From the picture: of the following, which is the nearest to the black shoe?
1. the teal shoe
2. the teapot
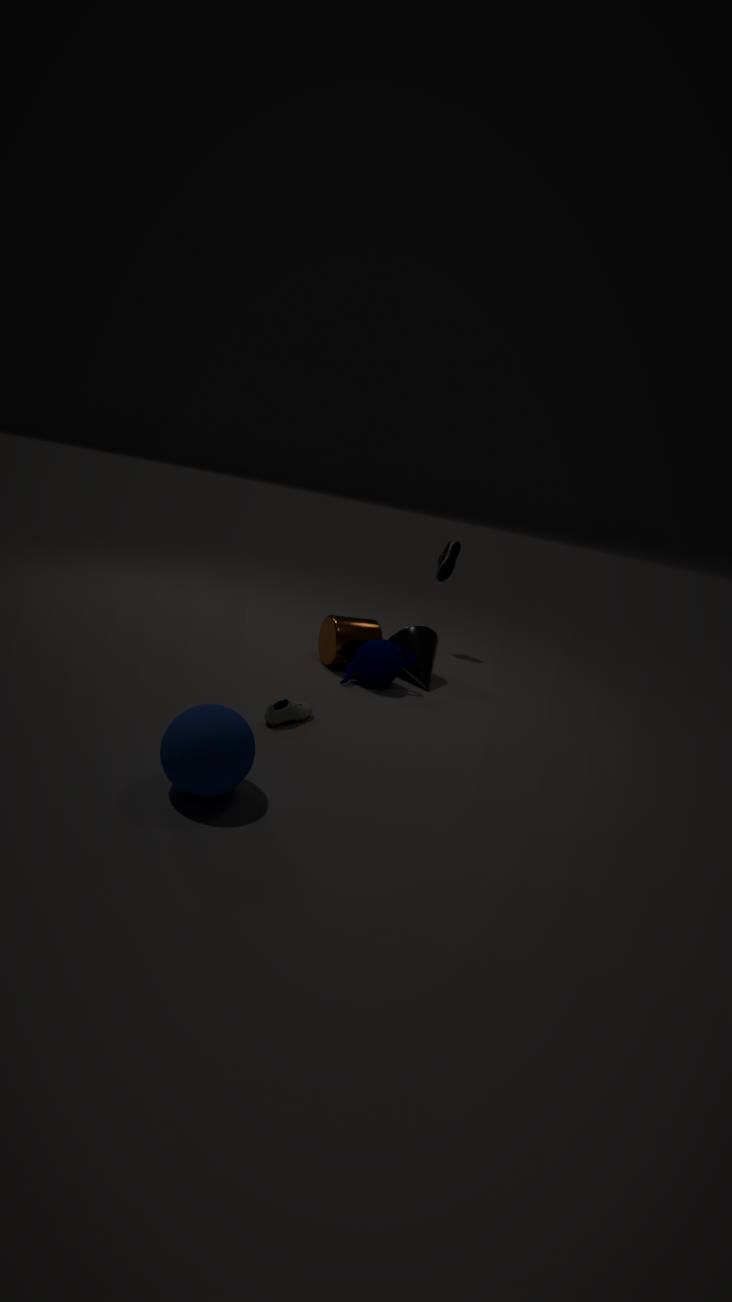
the teapot
